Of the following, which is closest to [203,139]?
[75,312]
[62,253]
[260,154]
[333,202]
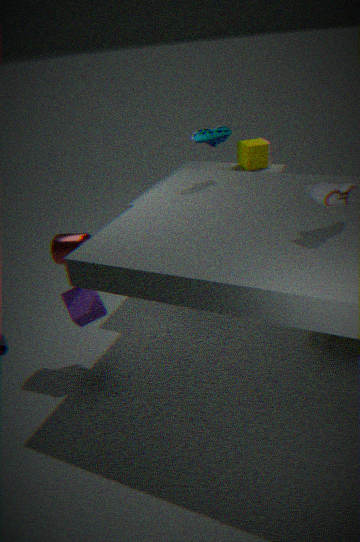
[260,154]
